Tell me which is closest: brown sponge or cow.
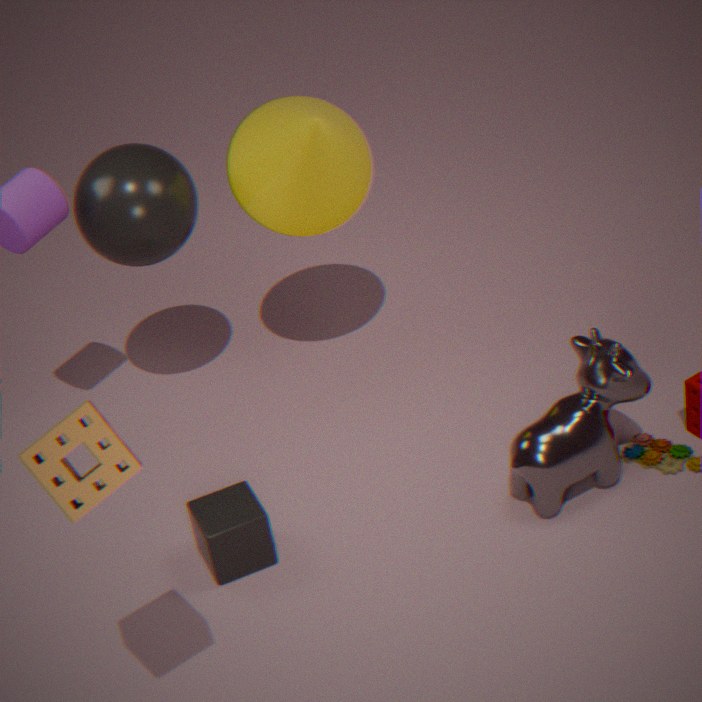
brown sponge
